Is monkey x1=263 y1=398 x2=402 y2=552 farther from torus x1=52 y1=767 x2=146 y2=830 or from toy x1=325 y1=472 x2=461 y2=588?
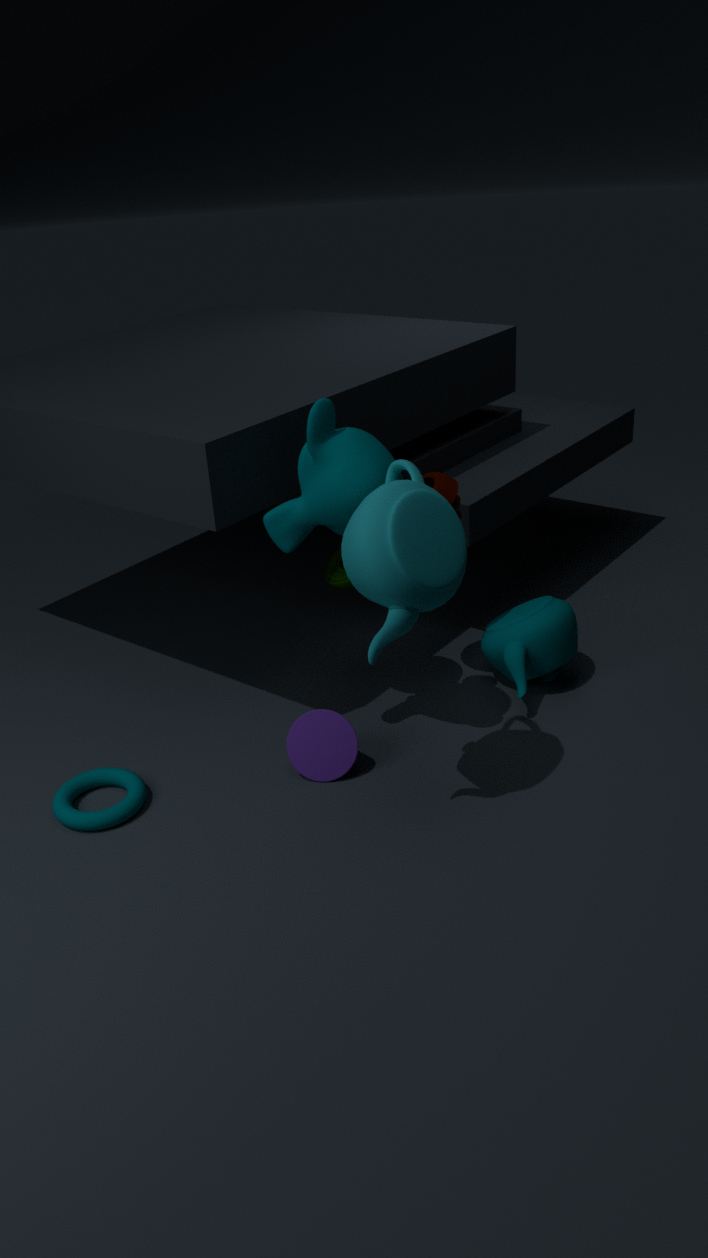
torus x1=52 y1=767 x2=146 y2=830
